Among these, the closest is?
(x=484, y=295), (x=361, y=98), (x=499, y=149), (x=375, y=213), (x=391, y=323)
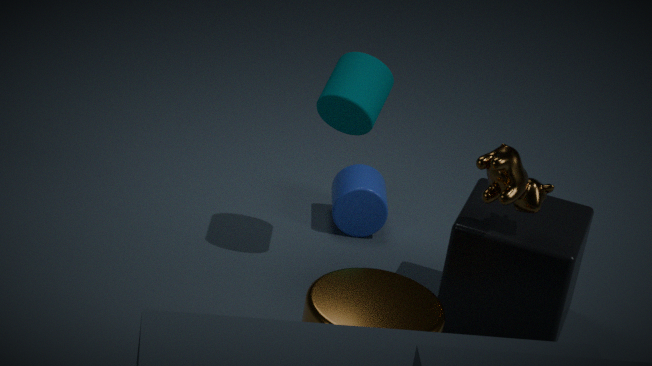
(x=391, y=323)
